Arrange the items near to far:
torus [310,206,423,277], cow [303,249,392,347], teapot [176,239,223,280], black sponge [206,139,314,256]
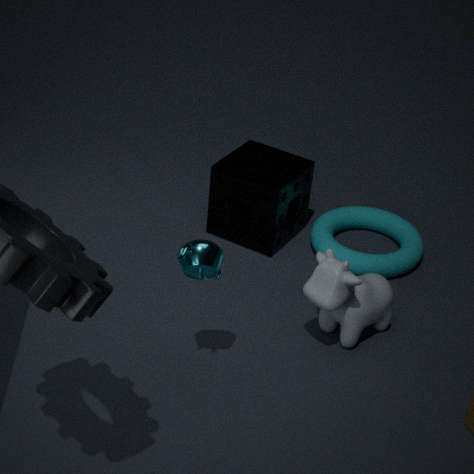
teapot [176,239,223,280] < cow [303,249,392,347] < torus [310,206,423,277] < black sponge [206,139,314,256]
